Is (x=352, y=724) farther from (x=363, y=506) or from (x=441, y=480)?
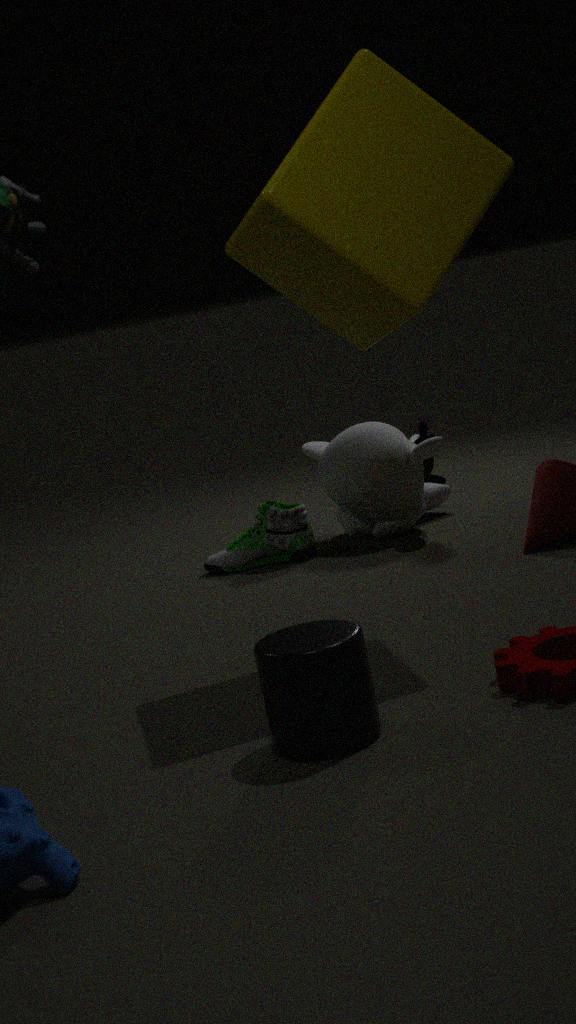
(x=441, y=480)
